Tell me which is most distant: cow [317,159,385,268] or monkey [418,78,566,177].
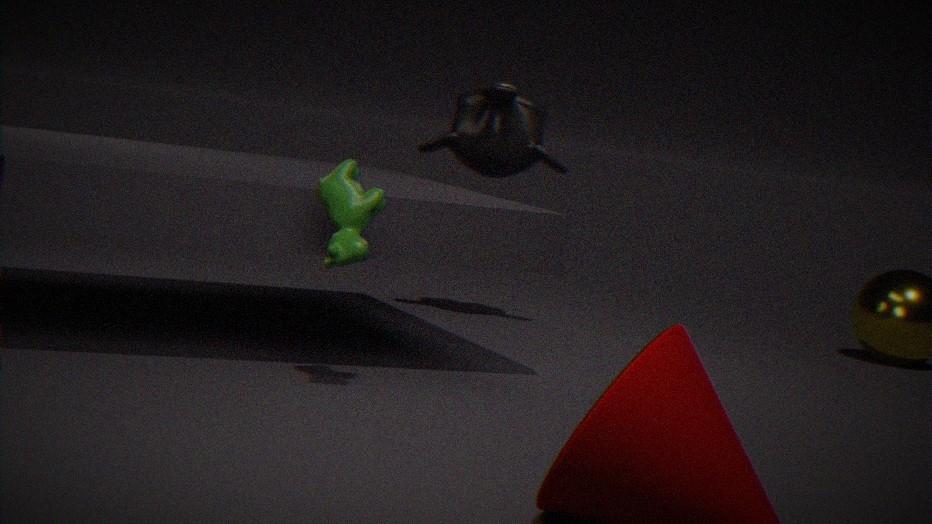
monkey [418,78,566,177]
